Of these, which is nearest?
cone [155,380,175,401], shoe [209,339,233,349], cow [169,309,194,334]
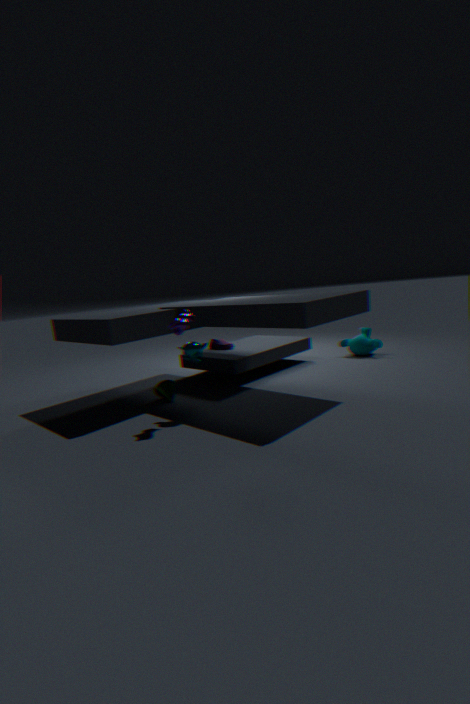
cow [169,309,194,334]
